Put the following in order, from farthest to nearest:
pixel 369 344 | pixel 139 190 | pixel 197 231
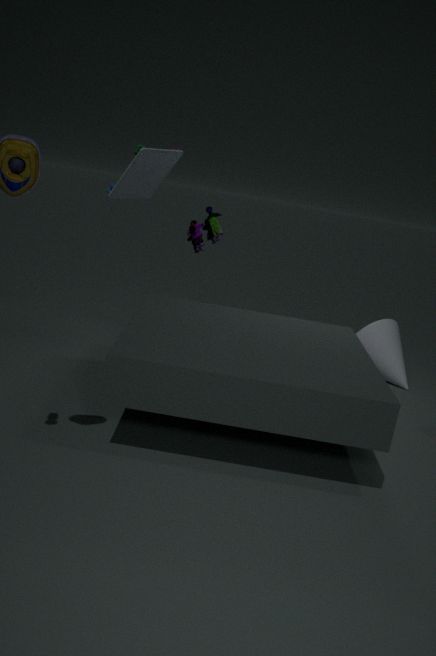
pixel 369 344 < pixel 197 231 < pixel 139 190
